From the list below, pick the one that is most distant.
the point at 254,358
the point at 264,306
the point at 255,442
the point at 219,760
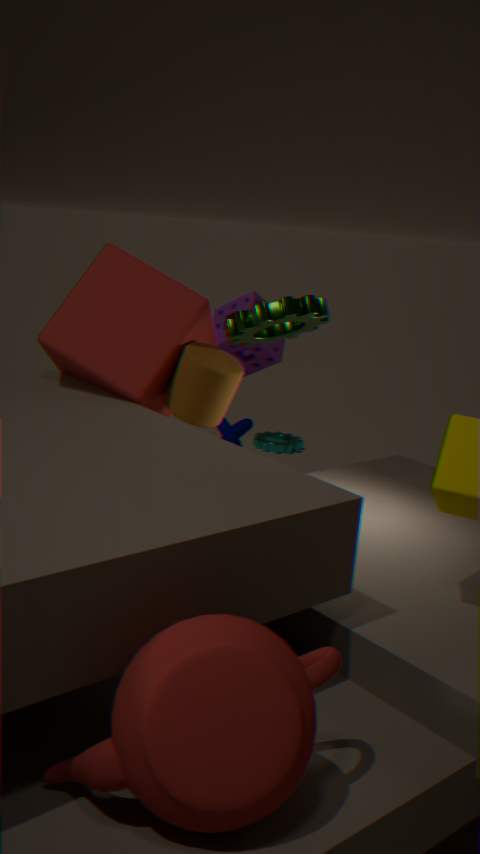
the point at 255,442
